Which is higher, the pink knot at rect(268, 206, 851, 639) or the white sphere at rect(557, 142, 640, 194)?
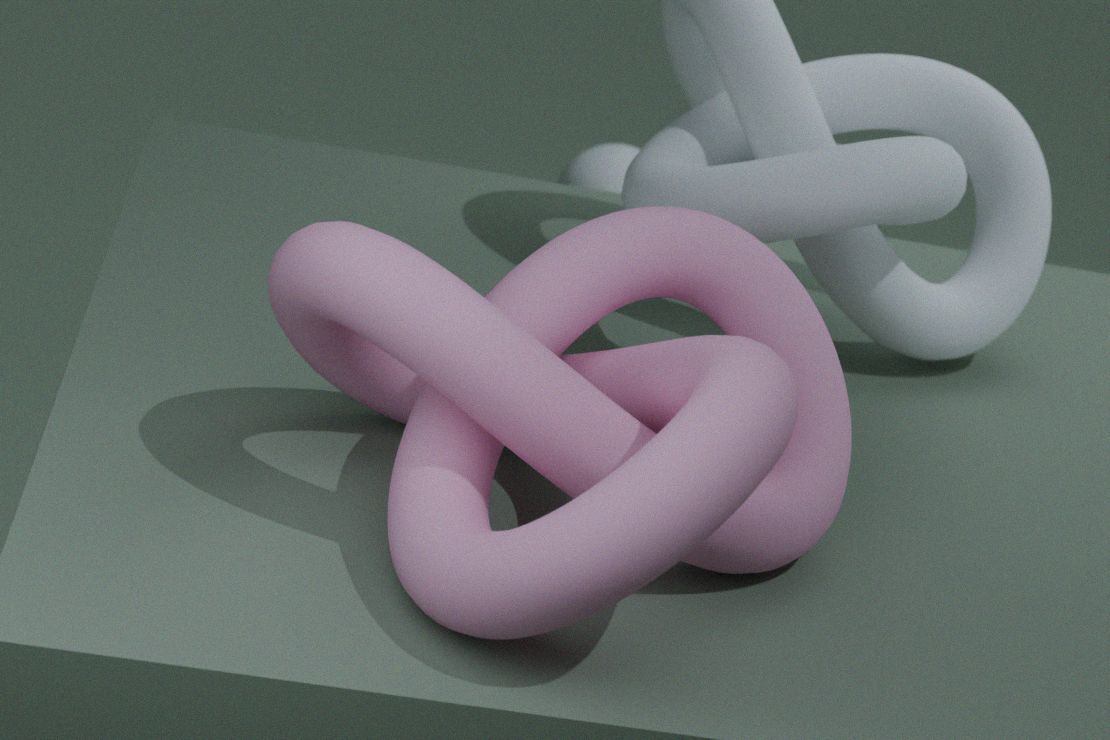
the pink knot at rect(268, 206, 851, 639)
